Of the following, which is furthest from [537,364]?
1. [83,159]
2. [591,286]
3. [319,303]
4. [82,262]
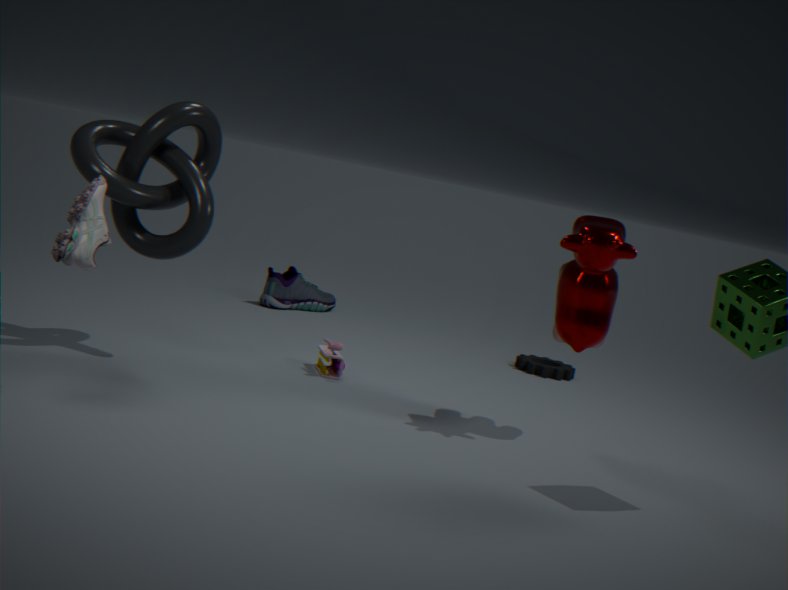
[82,262]
